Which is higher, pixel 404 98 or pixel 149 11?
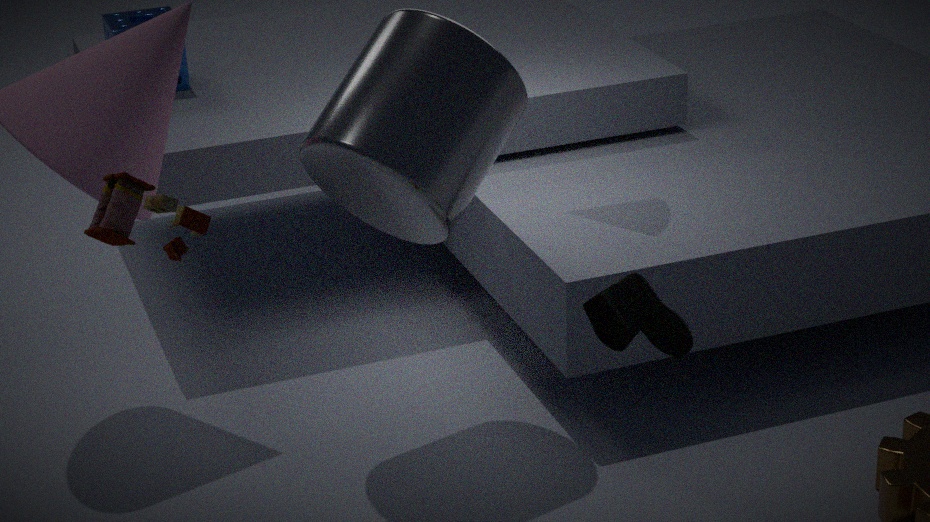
pixel 404 98
